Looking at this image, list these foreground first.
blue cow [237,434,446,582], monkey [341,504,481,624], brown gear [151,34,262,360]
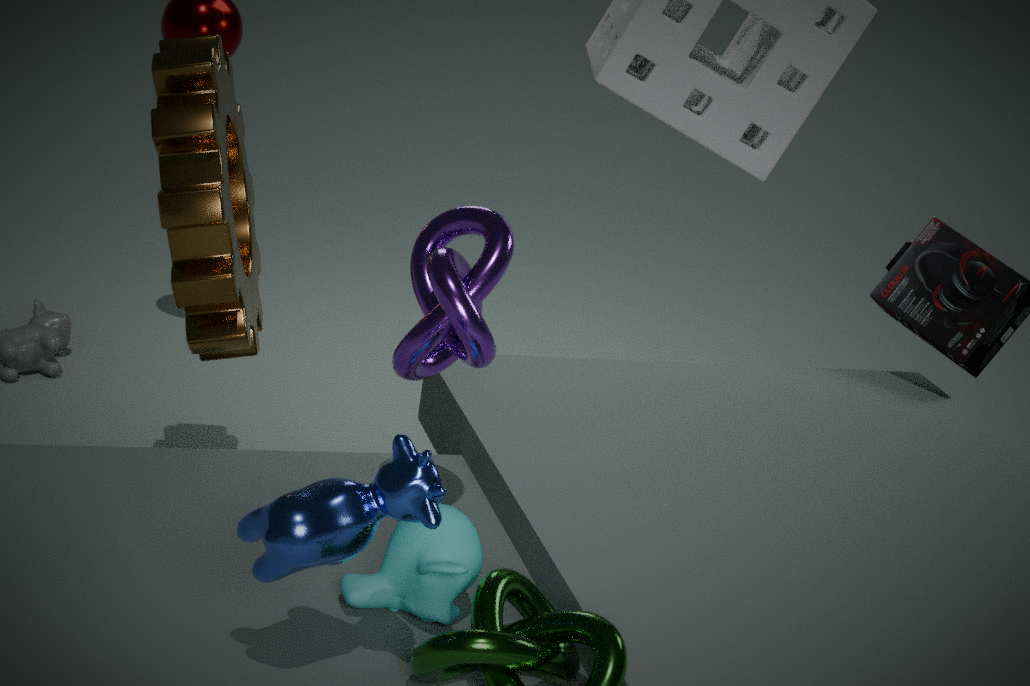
blue cow [237,434,446,582], monkey [341,504,481,624], brown gear [151,34,262,360]
